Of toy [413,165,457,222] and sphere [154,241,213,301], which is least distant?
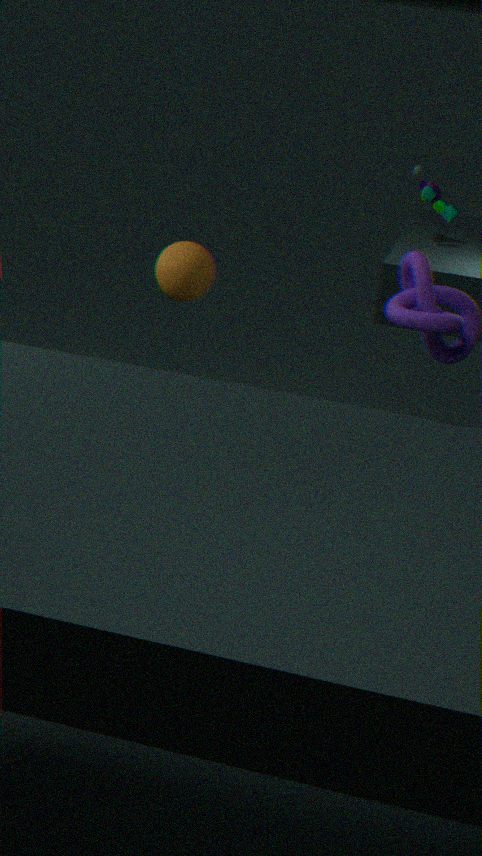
sphere [154,241,213,301]
